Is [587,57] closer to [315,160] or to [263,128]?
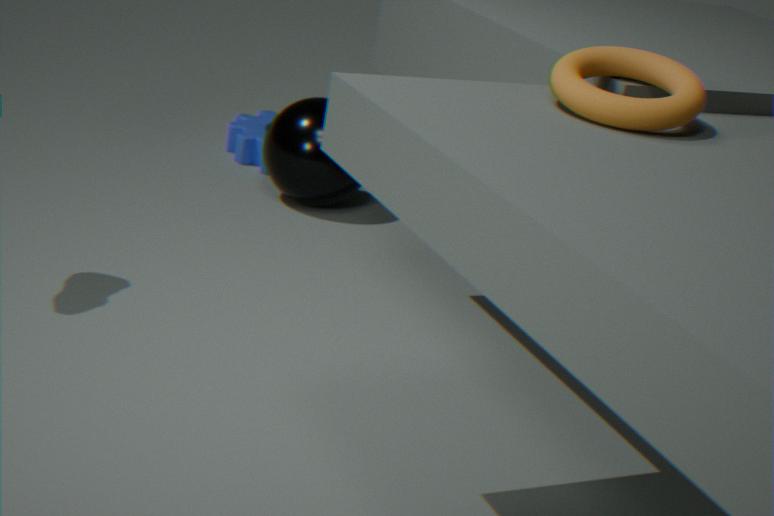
[315,160]
